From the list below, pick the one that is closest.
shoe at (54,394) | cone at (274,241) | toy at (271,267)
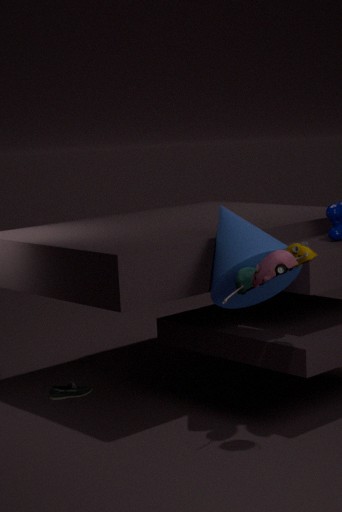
toy at (271,267)
